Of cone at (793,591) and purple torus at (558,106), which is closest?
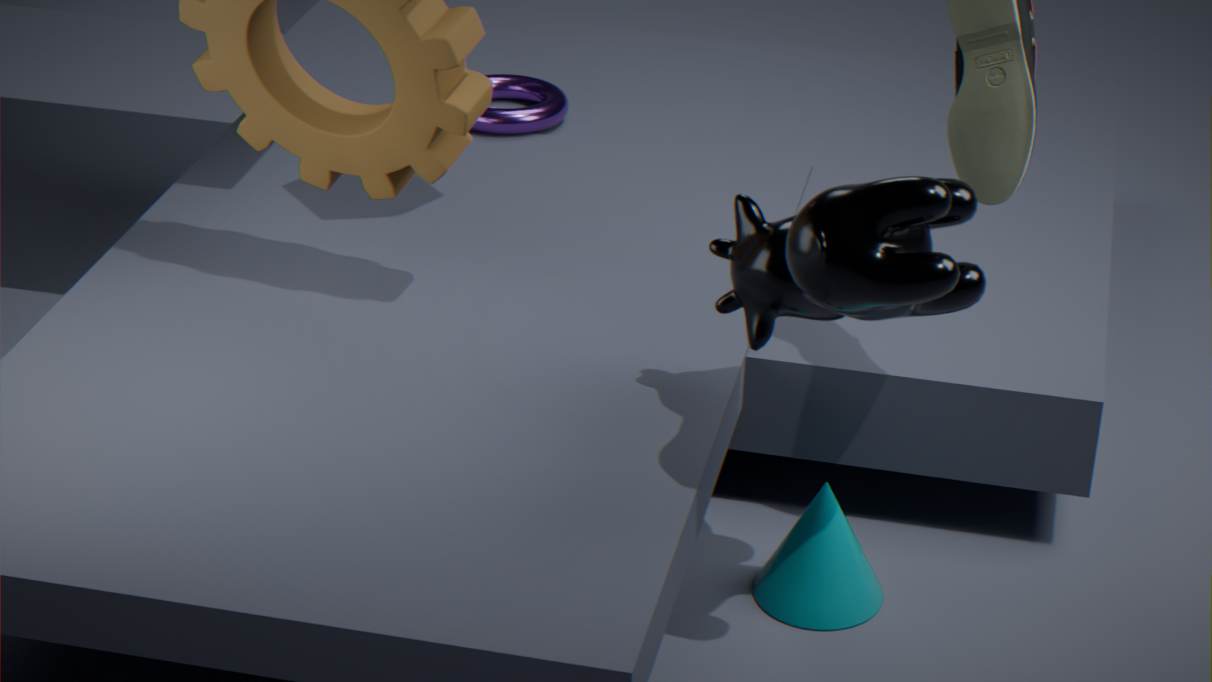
cone at (793,591)
